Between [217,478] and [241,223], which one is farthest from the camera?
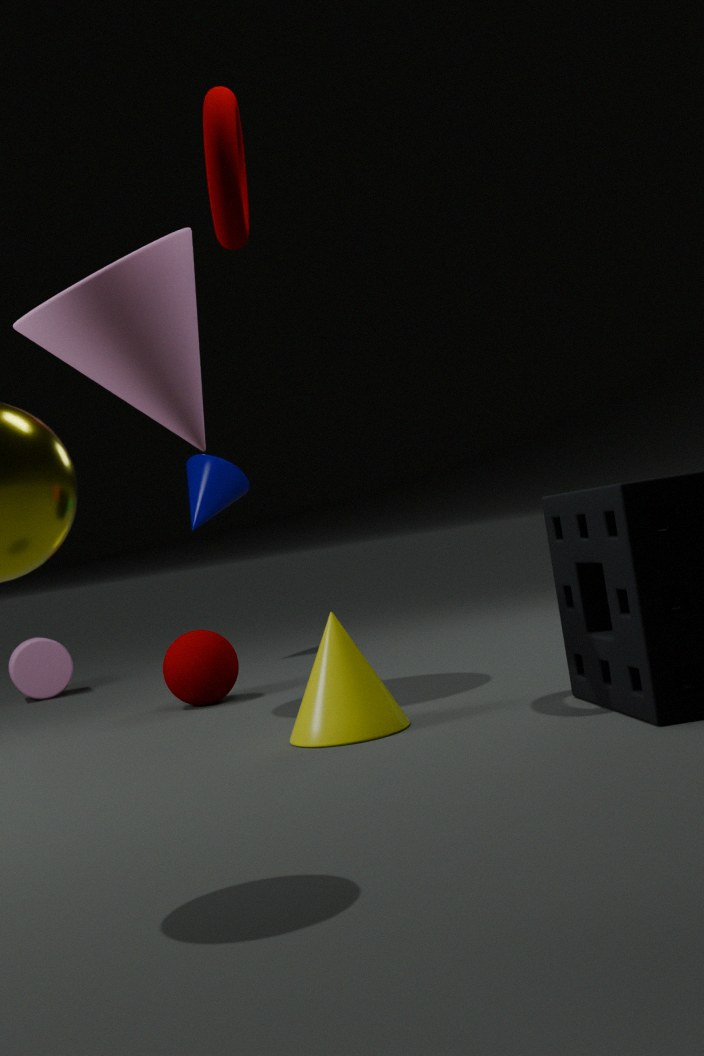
[217,478]
